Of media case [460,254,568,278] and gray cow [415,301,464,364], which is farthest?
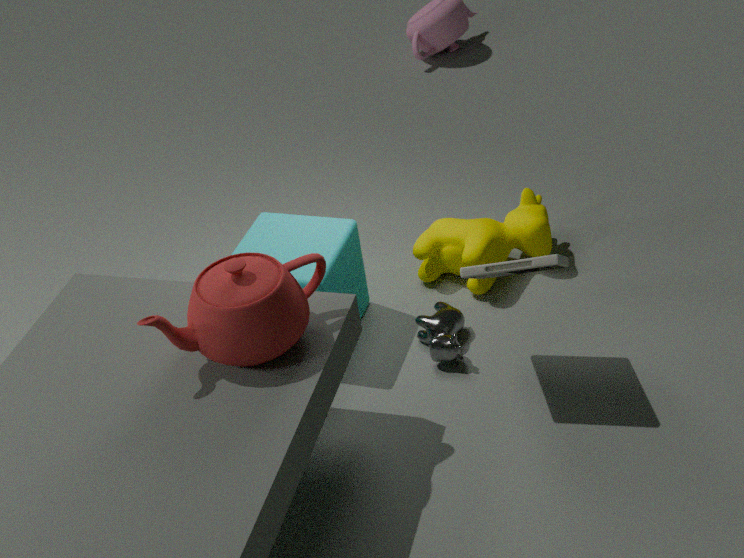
gray cow [415,301,464,364]
